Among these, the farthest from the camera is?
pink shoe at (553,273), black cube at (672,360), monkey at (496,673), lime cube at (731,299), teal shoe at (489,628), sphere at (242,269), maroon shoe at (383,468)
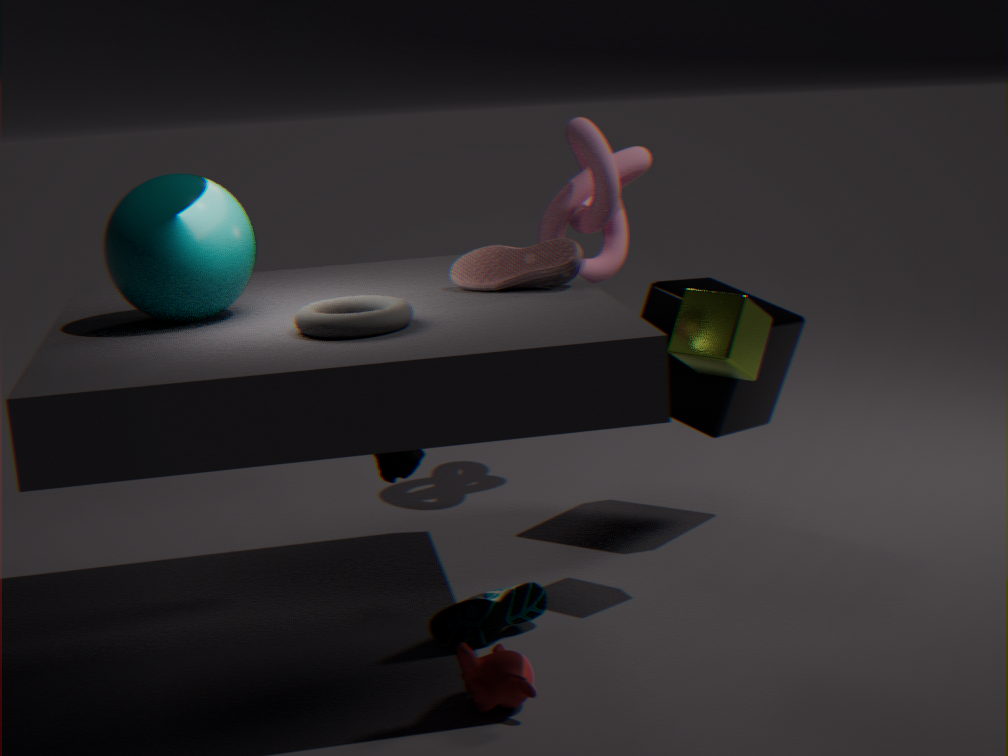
black cube at (672,360)
